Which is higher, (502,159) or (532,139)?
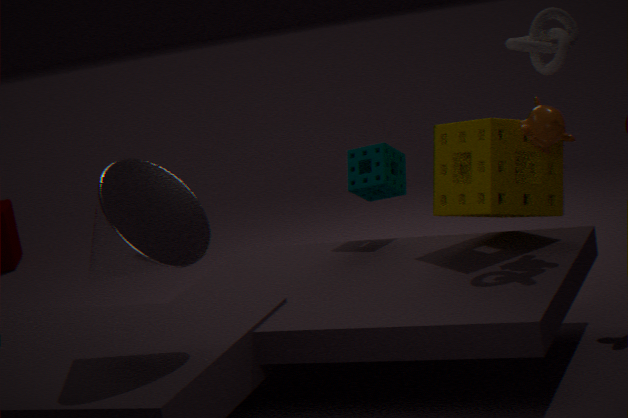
(532,139)
